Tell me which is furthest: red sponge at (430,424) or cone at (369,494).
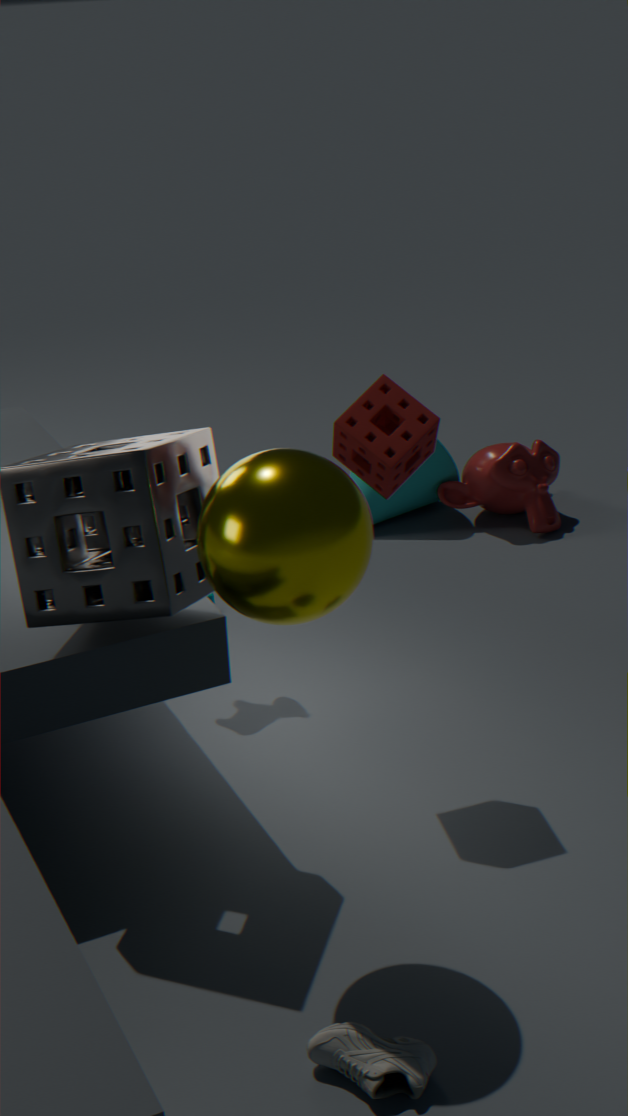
cone at (369,494)
